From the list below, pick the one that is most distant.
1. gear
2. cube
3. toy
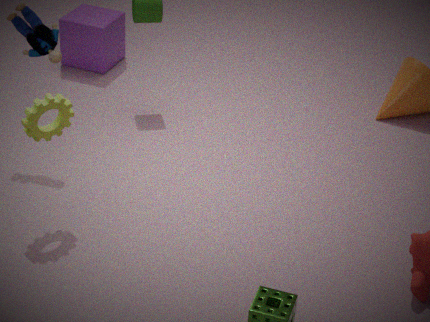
cube
